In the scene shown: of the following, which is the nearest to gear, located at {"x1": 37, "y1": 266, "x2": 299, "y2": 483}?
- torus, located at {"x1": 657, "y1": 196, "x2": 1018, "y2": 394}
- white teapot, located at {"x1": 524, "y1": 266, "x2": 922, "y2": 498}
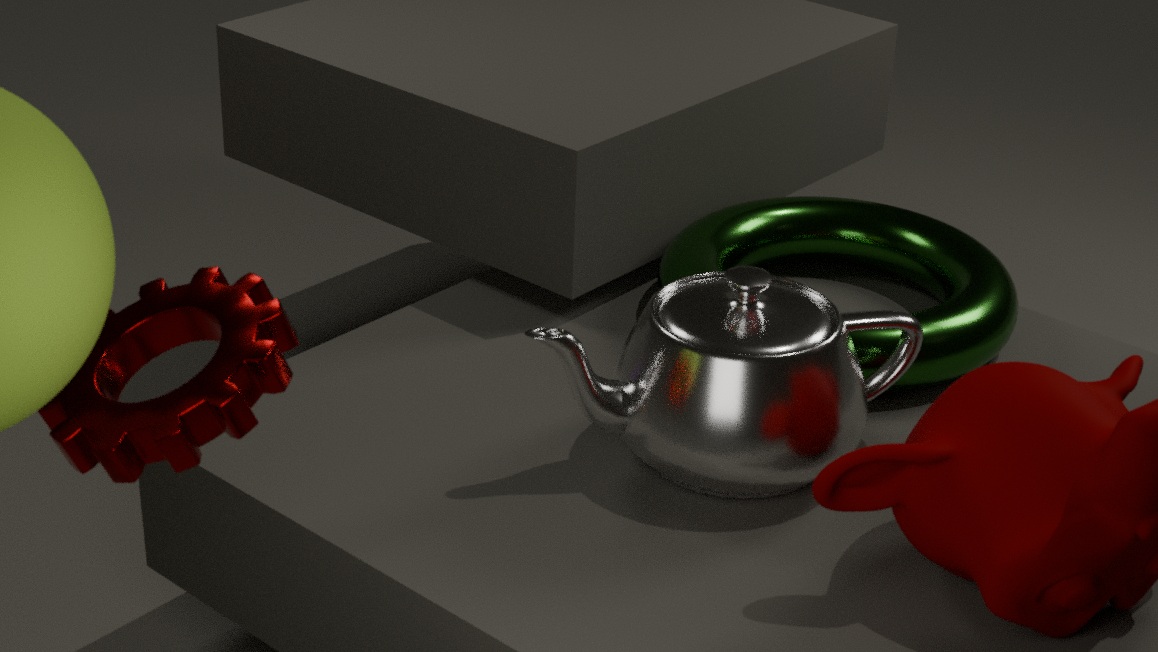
Result: white teapot, located at {"x1": 524, "y1": 266, "x2": 922, "y2": 498}
